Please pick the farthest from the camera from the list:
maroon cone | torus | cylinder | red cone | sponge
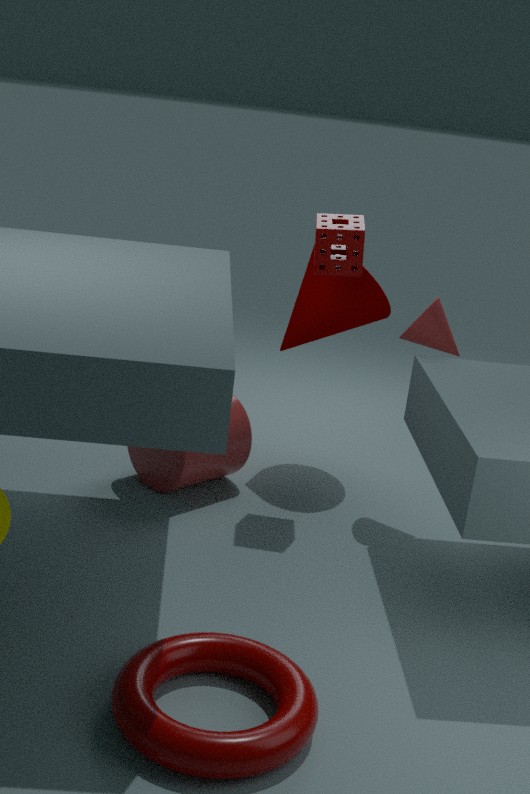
maroon cone
